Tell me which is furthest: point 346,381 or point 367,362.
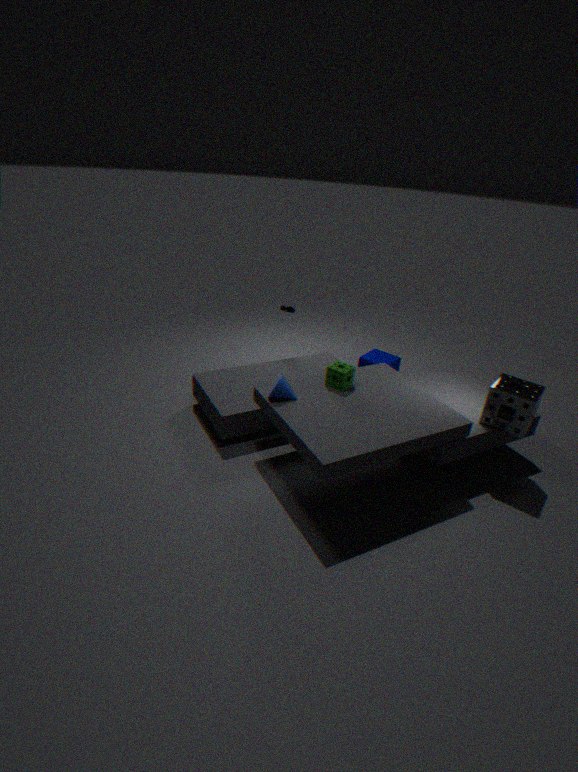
point 367,362
